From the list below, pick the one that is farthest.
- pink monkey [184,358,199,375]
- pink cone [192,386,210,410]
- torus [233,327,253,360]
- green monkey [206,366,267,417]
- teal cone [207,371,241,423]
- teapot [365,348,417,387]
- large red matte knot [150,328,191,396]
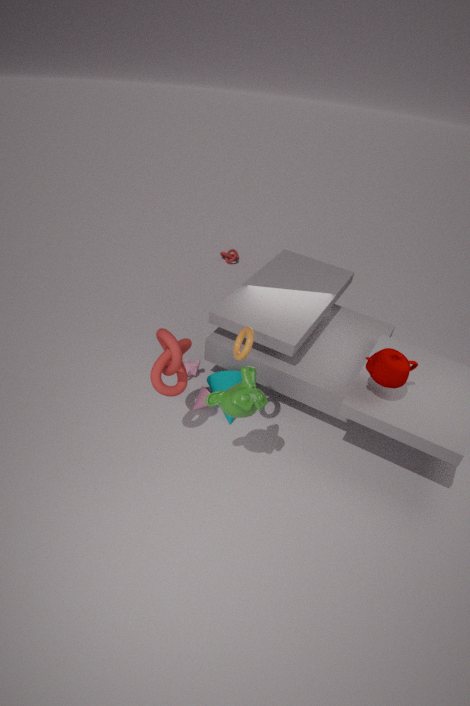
pink monkey [184,358,199,375]
